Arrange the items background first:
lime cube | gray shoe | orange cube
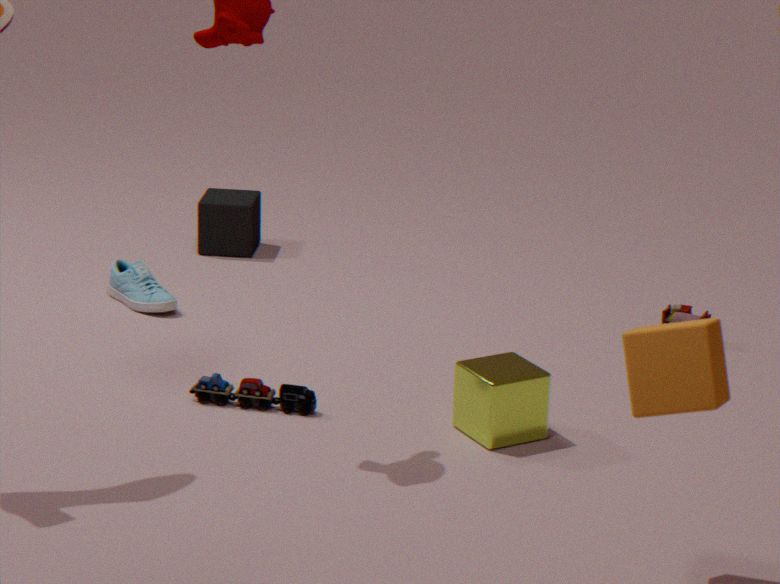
gray shoe, lime cube, orange cube
